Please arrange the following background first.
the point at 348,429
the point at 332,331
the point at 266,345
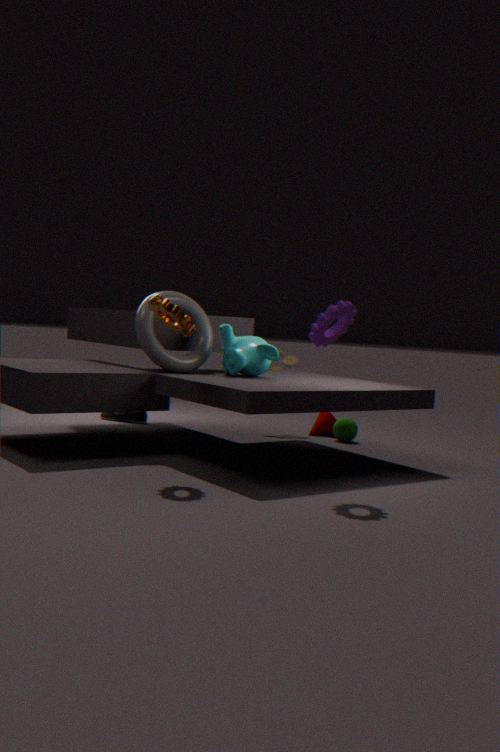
the point at 348,429 < the point at 266,345 < the point at 332,331
